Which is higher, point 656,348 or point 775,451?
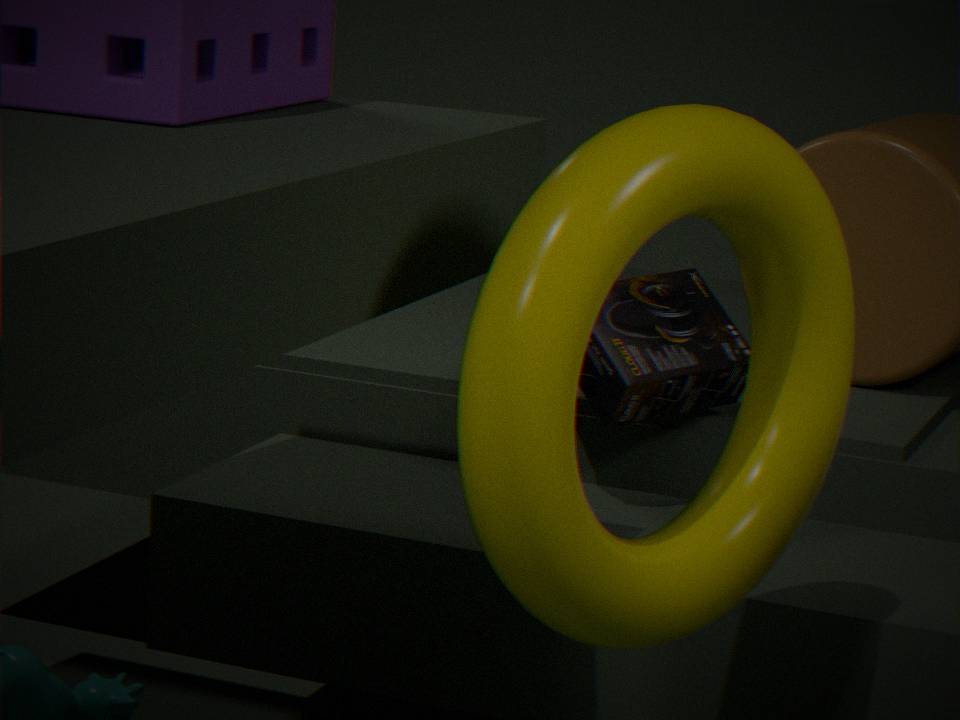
point 775,451
